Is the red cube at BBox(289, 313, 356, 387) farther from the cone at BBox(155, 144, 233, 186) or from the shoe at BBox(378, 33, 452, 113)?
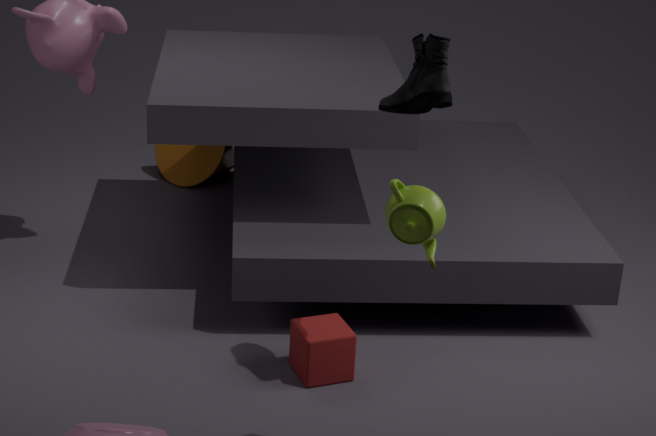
the cone at BBox(155, 144, 233, 186)
